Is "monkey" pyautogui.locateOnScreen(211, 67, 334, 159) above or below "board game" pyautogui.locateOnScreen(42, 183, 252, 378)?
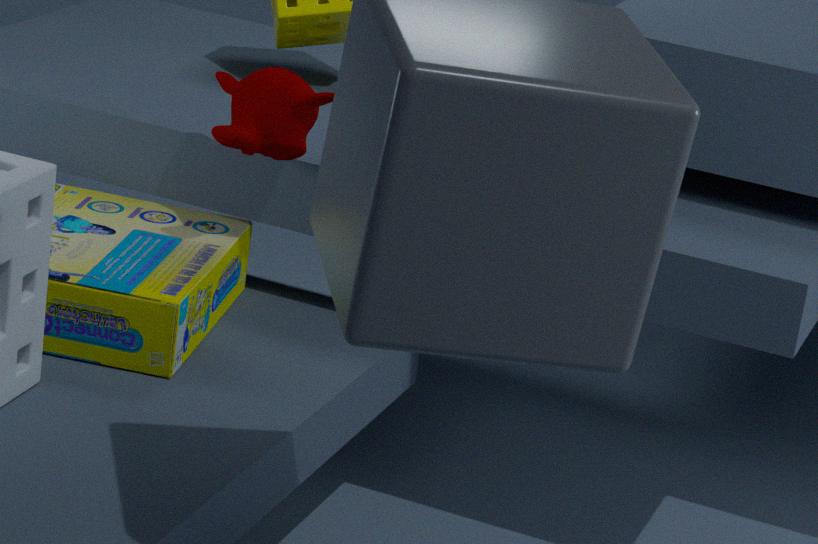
above
